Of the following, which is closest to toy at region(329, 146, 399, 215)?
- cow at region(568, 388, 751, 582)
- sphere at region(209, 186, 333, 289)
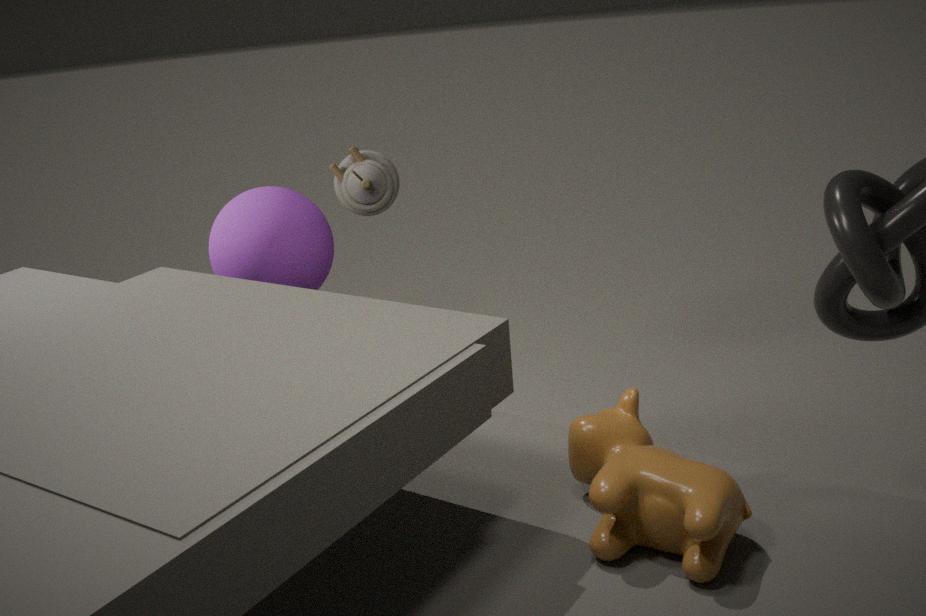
sphere at region(209, 186, 333, 289)
